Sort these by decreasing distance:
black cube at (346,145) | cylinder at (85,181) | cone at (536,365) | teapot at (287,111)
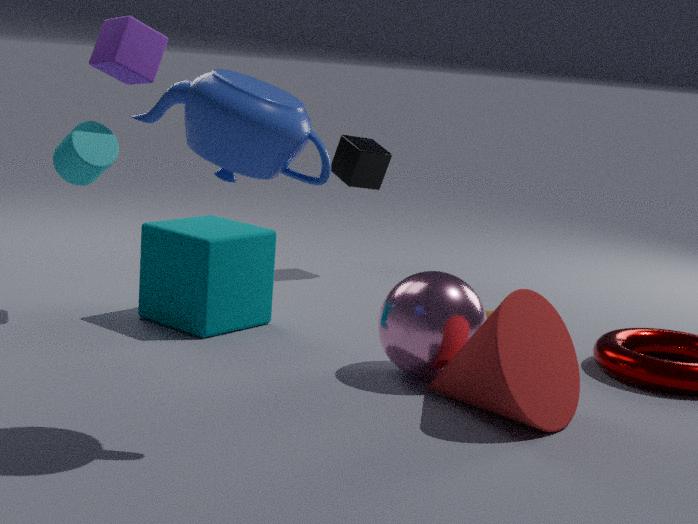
black cube at (346,145) → cylinder at (85,181) → cone at (536,365) → teapot at (287,111)
